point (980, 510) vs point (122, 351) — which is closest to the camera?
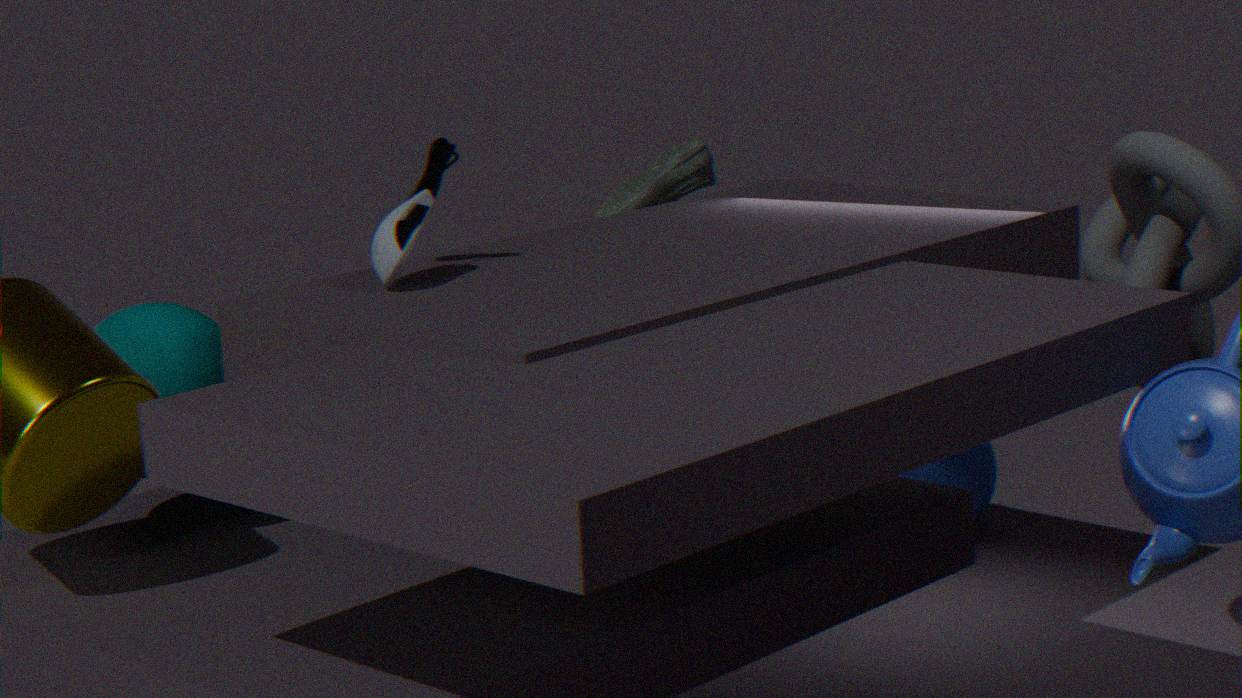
point (122, 351)
